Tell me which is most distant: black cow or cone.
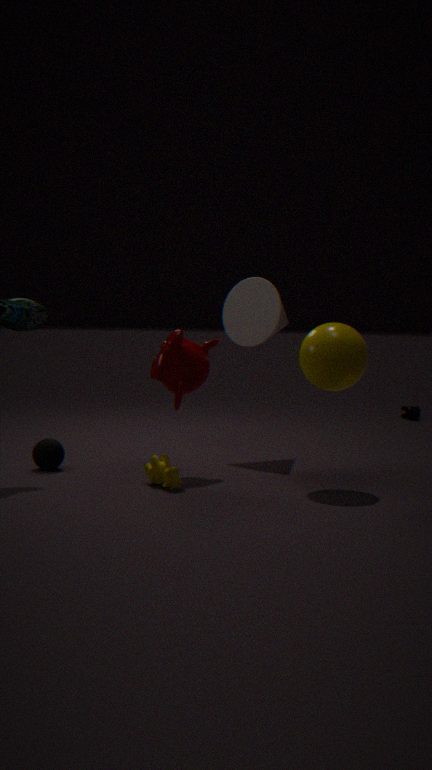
black cow
